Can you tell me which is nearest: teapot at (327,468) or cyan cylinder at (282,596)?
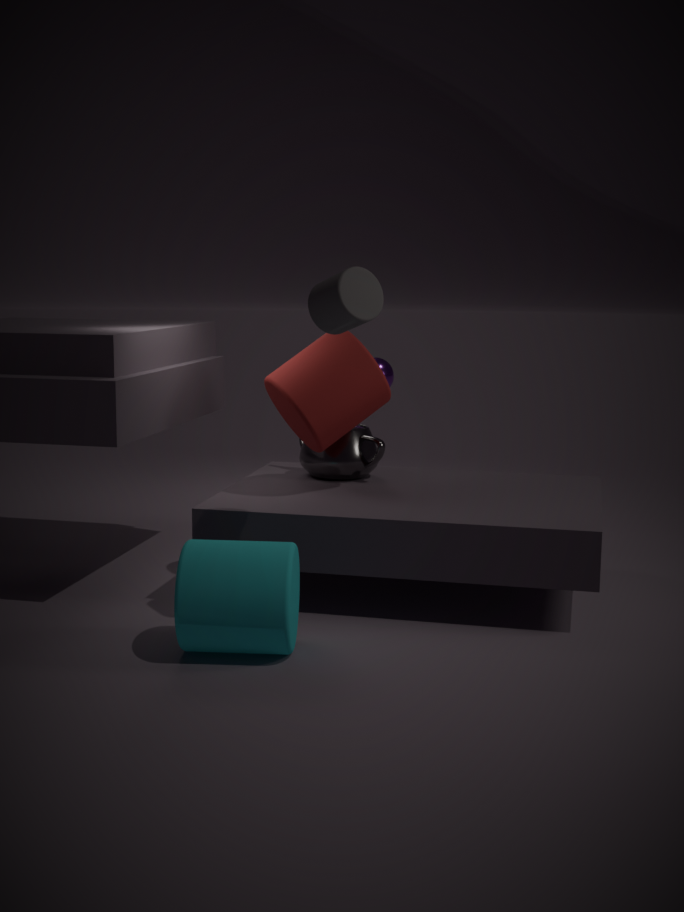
cyan cylinder at (282,596)
